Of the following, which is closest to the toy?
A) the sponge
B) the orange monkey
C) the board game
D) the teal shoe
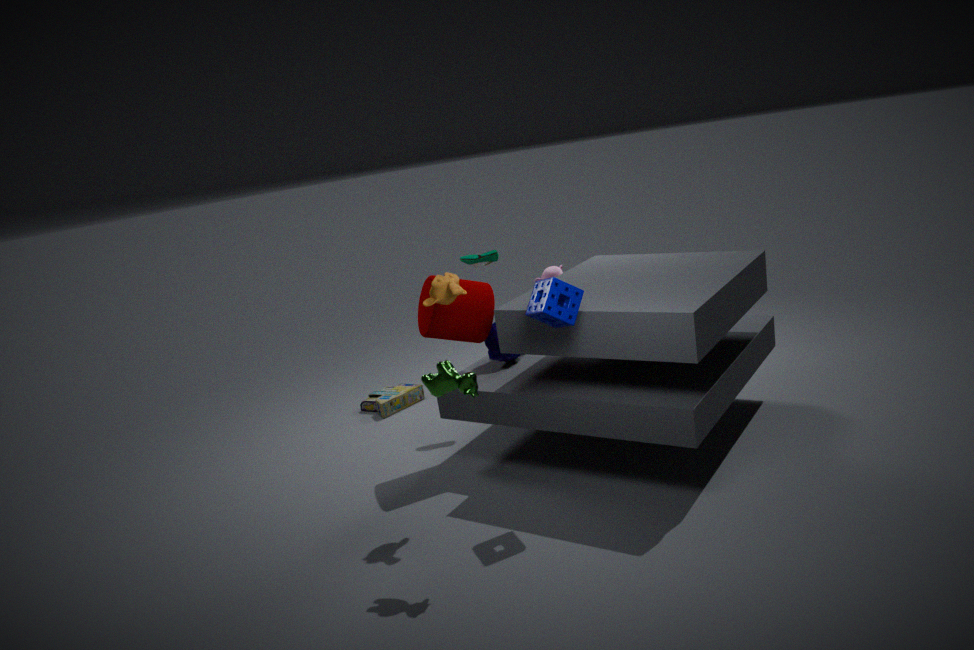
the teal shoe
